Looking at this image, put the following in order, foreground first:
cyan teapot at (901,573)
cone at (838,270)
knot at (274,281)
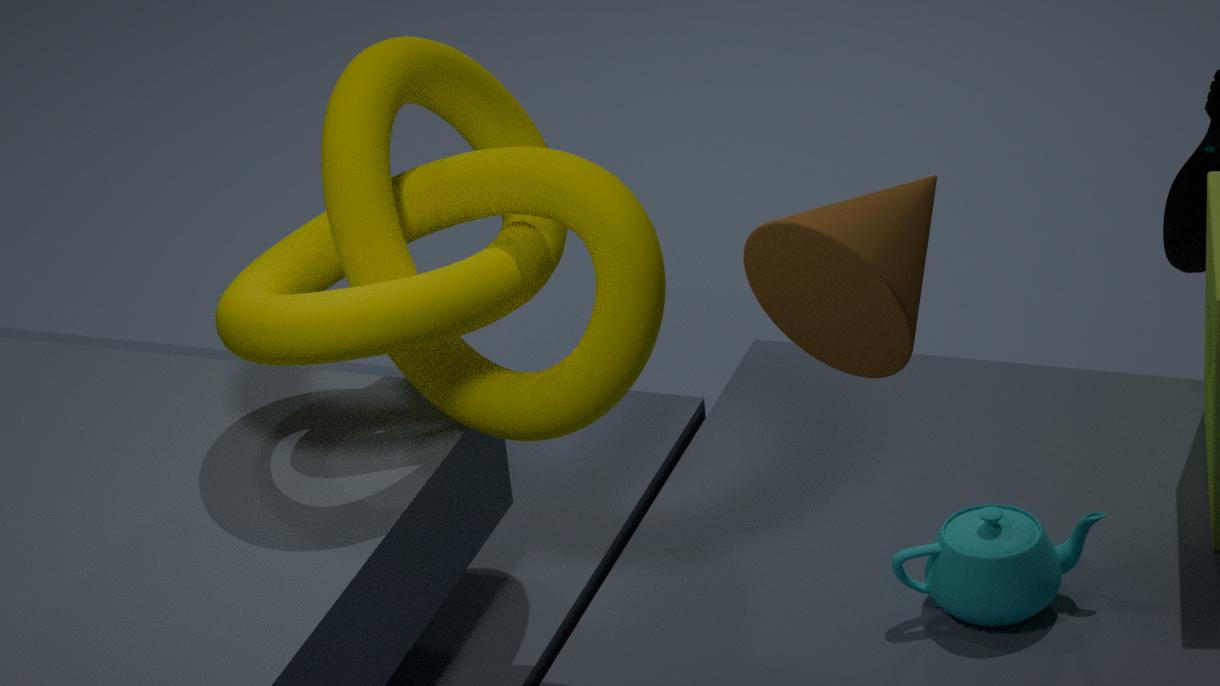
cone at (838,270) < knot at (274,281) < cyan teapot at (901,573)
